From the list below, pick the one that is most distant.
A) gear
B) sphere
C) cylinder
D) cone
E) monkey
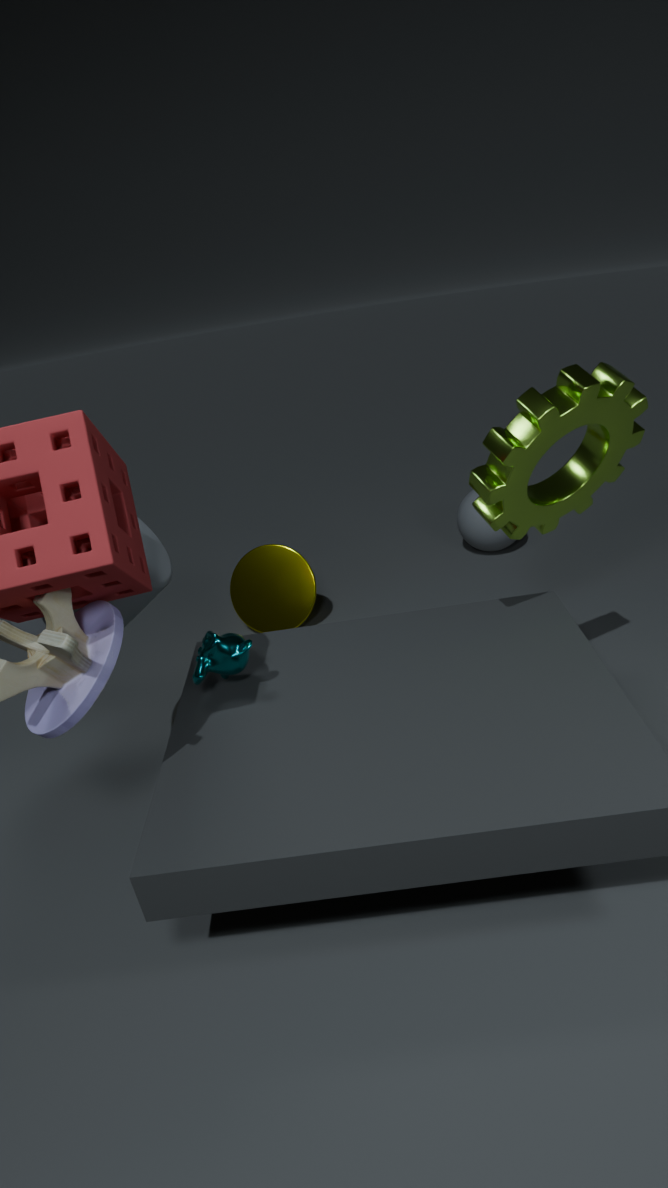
sphere
